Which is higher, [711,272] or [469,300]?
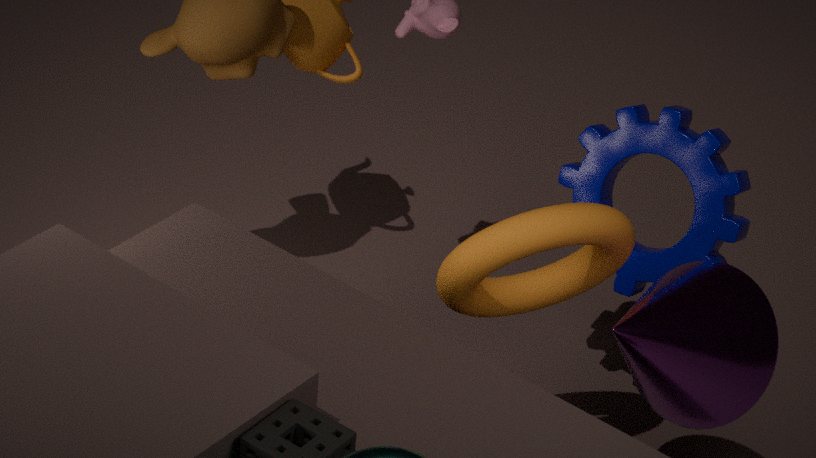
[469,300]
